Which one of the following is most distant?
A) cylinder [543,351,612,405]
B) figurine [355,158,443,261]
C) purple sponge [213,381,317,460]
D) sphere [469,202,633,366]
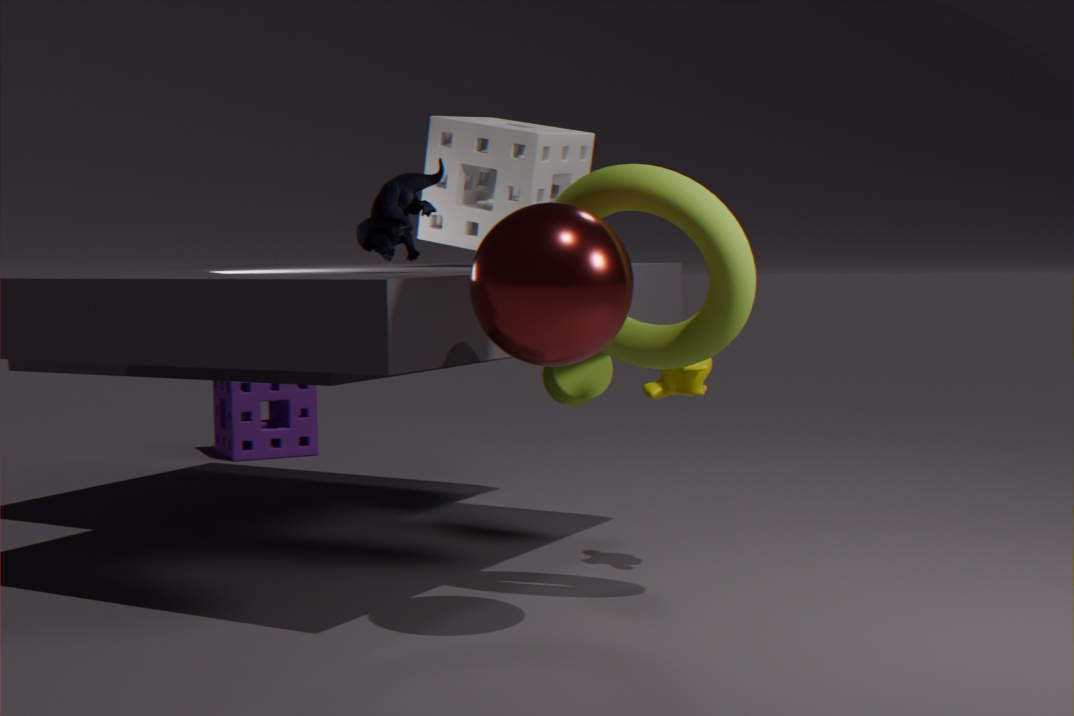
purple sponge [213,381,317,460]
